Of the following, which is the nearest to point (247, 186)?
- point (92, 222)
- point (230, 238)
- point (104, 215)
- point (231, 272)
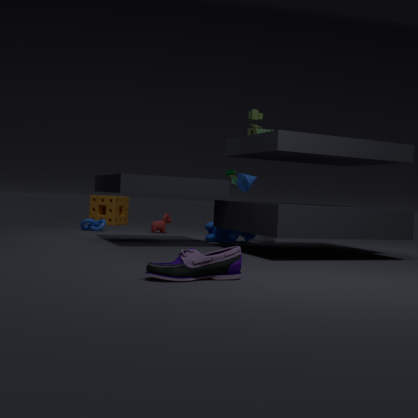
point (230, 238)
